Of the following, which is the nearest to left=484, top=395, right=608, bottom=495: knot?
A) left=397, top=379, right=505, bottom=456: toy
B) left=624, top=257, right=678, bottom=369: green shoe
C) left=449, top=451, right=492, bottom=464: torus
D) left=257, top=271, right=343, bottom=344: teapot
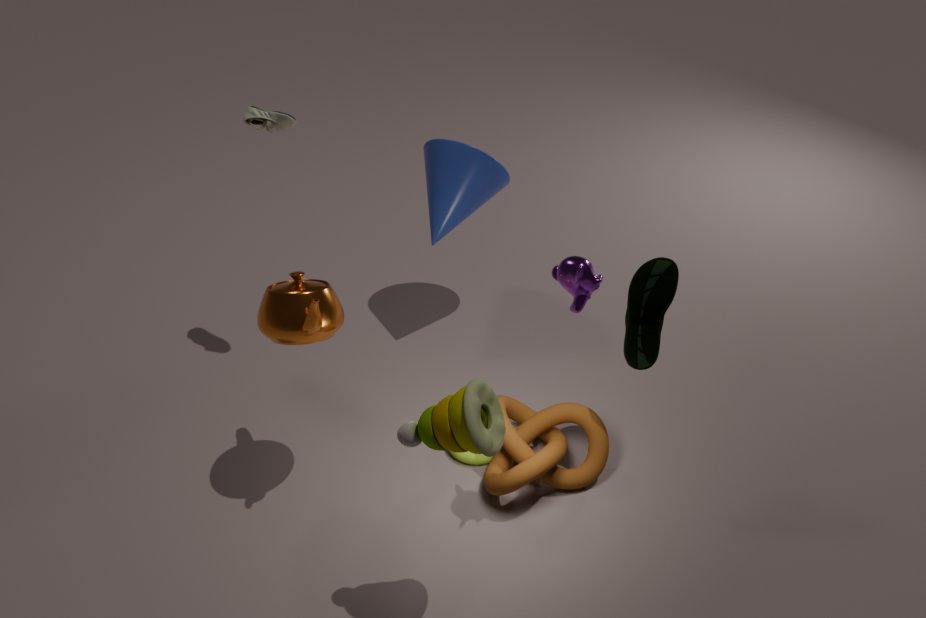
left=449, top=451, right=492, bottom=464: torus
